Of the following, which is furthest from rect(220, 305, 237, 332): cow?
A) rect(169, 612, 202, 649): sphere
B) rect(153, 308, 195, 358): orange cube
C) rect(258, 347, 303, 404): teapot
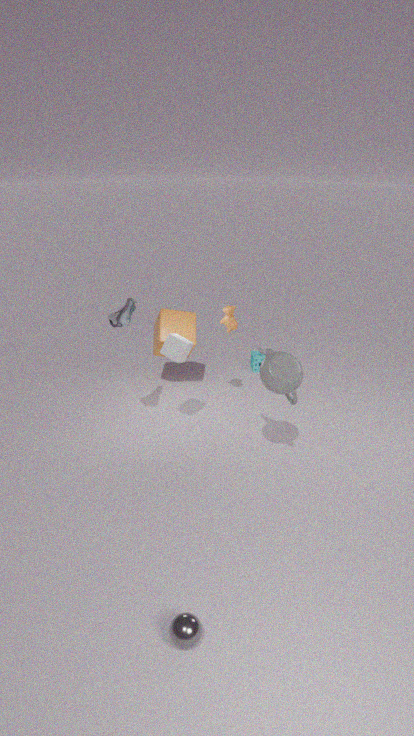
rect(169, 612, 202, 649): sphere
